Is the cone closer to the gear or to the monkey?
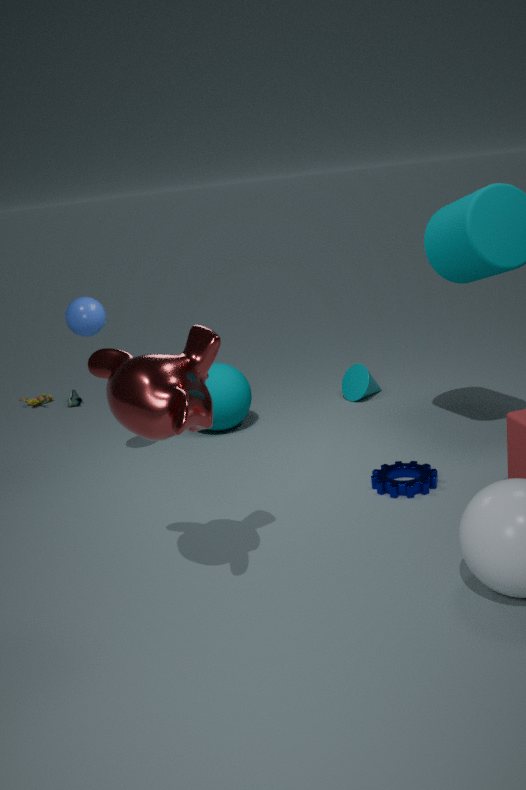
the gear
